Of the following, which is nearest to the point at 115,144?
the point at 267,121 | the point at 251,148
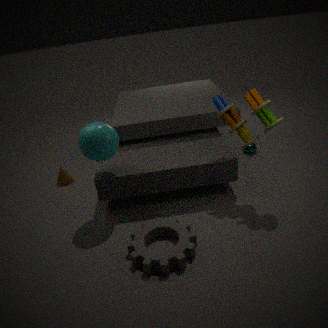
the point at 267,121
